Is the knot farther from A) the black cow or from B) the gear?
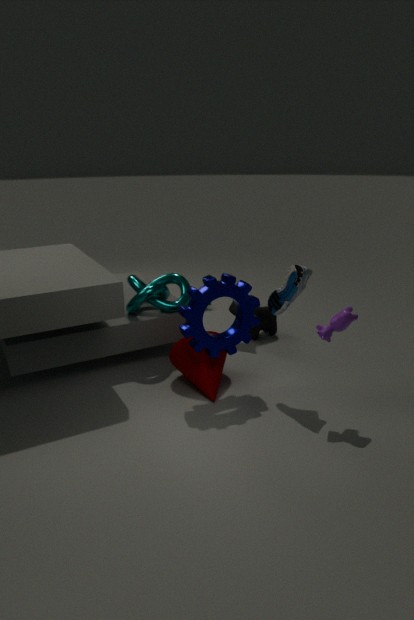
B) the gear
